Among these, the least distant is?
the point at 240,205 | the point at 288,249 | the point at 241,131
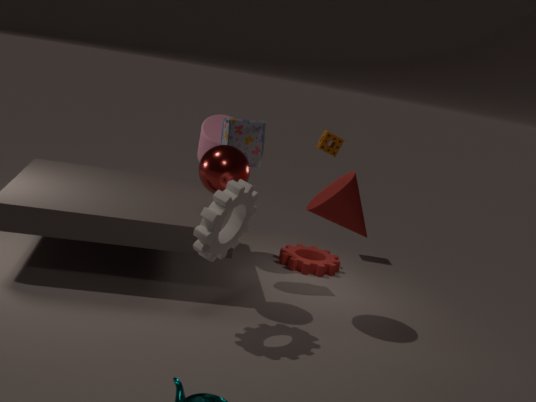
the point at 240,205
